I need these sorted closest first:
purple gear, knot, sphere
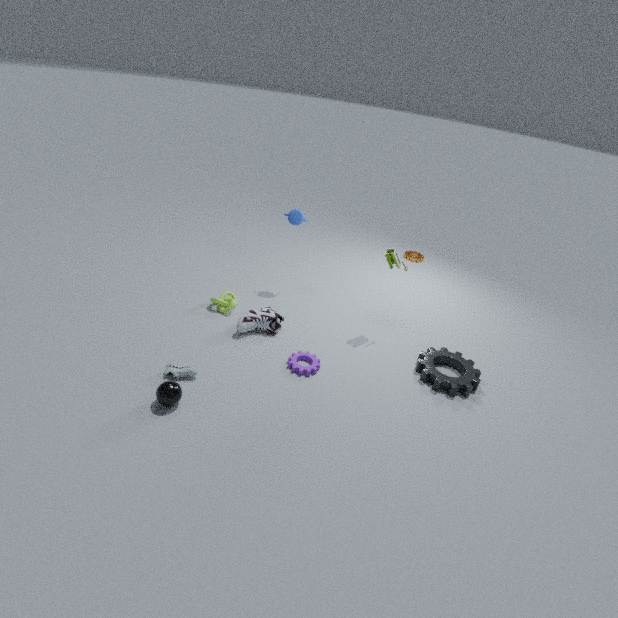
sphere
purple gear
knot
